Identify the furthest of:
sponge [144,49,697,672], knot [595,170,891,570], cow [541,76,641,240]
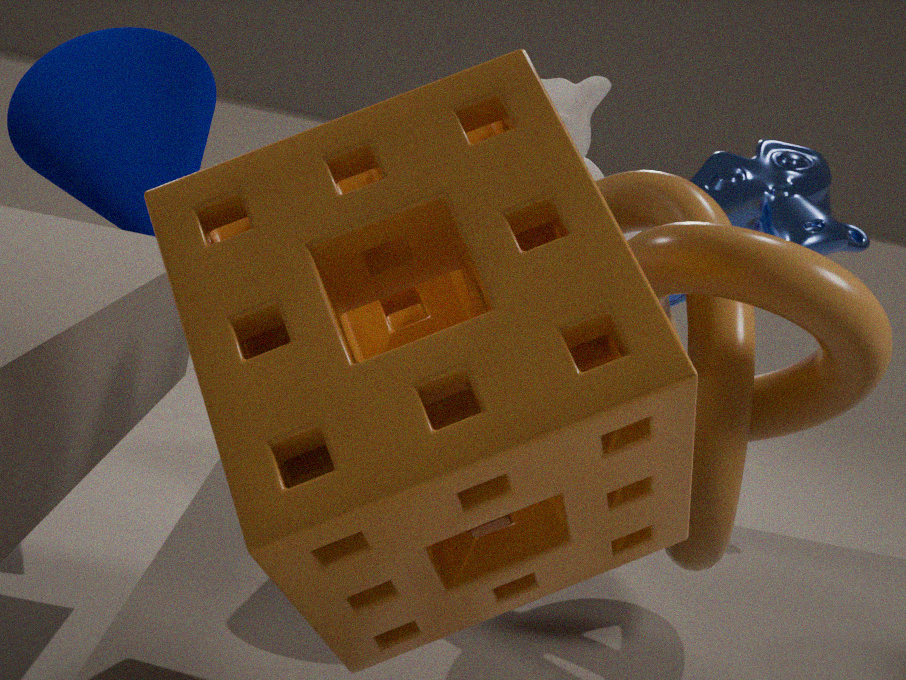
cow [541,76,641,240]
